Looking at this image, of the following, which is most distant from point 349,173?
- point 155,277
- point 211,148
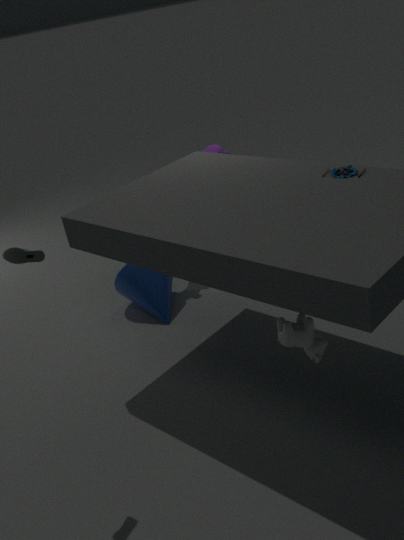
point 155,277
